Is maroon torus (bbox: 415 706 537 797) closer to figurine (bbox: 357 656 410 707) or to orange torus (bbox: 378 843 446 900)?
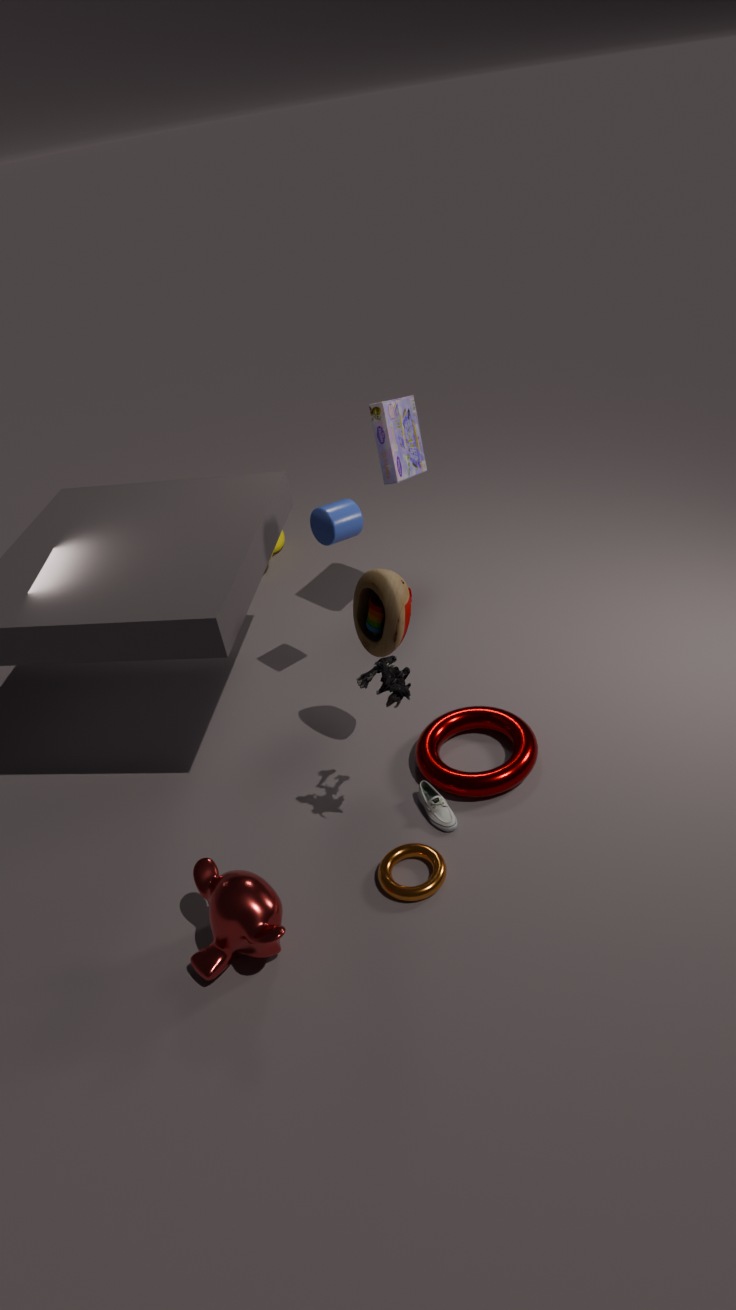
orange torus (bbox: 378 843 446 900)
